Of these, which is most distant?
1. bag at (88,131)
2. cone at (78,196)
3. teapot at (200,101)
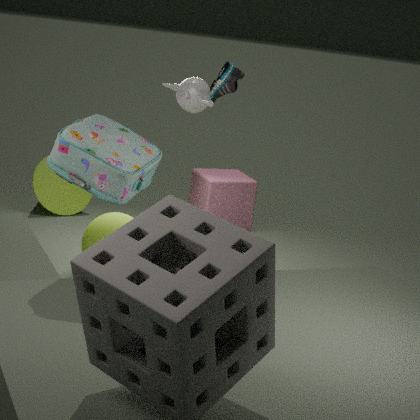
cone at (78,196)
